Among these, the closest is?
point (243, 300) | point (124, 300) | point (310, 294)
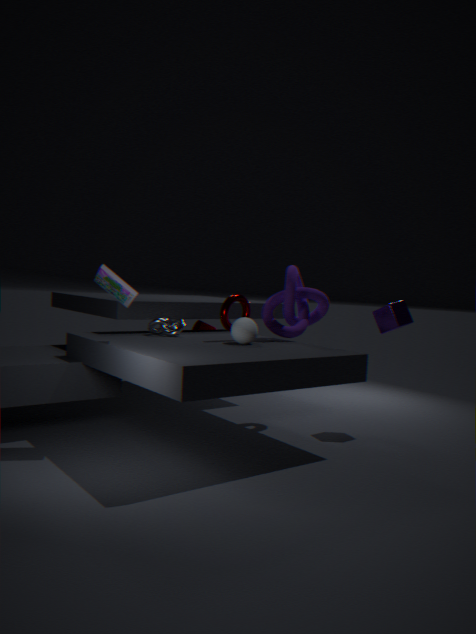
point (124, 300)
